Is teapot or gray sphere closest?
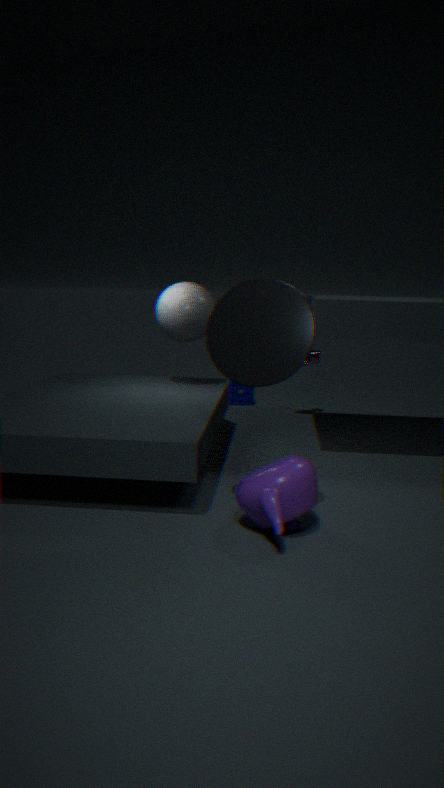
teapot
